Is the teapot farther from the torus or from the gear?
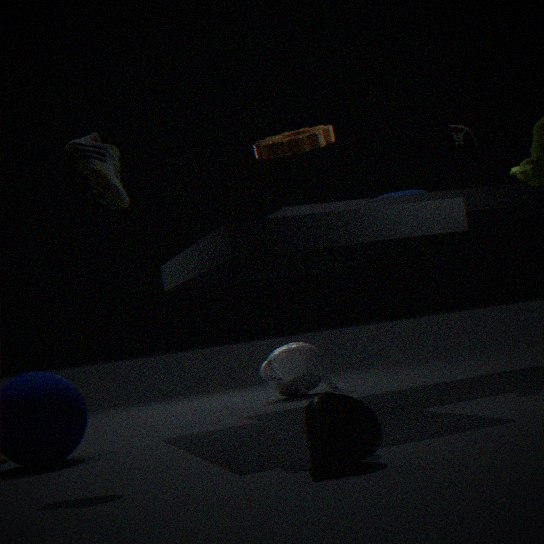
the gear
